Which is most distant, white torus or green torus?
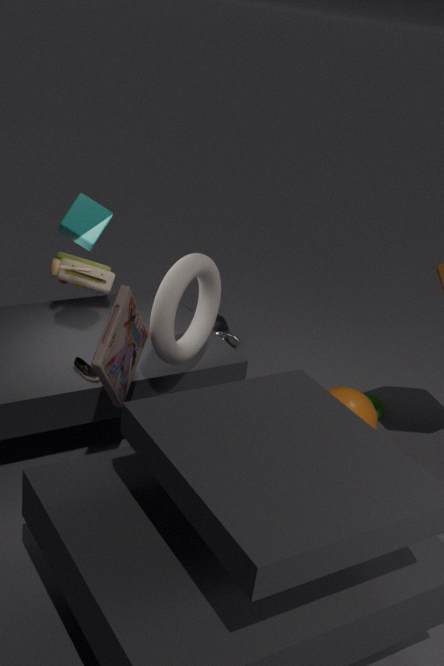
green torus
